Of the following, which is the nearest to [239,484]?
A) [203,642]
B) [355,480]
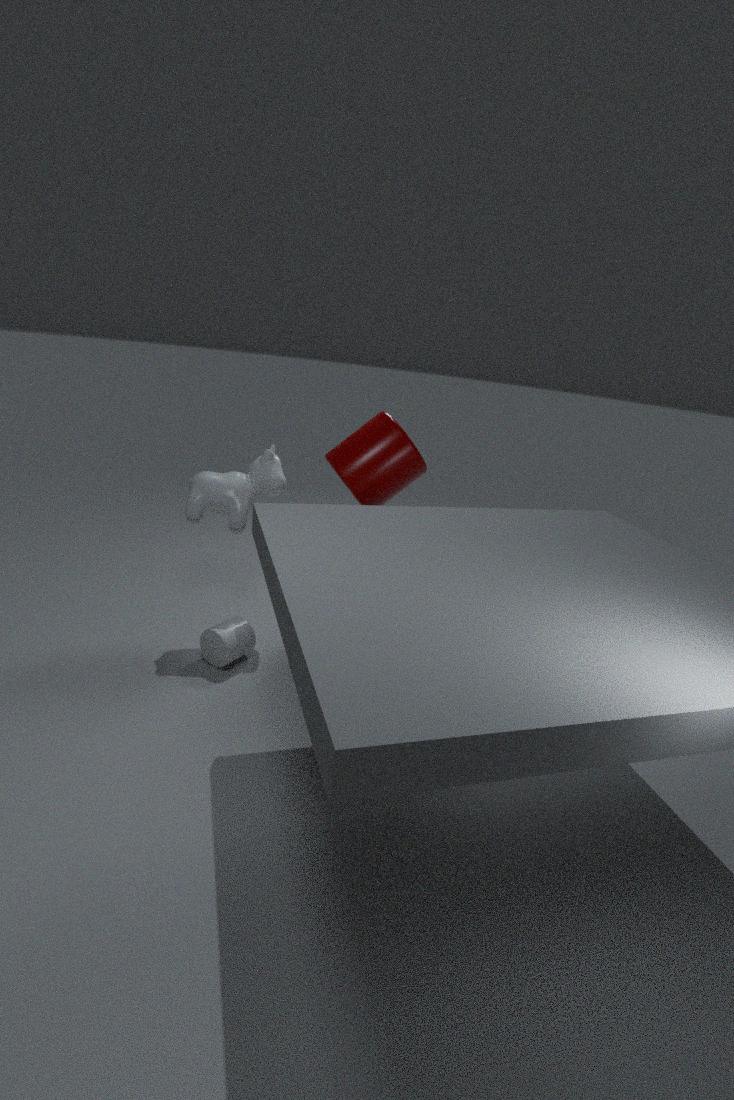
[355,480]
